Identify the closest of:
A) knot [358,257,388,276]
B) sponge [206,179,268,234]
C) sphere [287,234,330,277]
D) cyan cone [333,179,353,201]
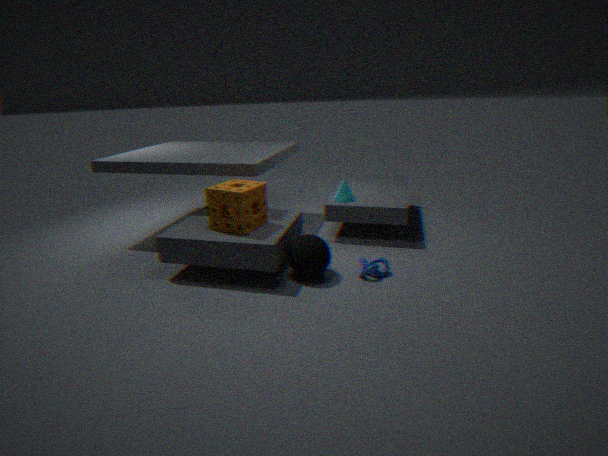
sphere [287,234,330,277]
